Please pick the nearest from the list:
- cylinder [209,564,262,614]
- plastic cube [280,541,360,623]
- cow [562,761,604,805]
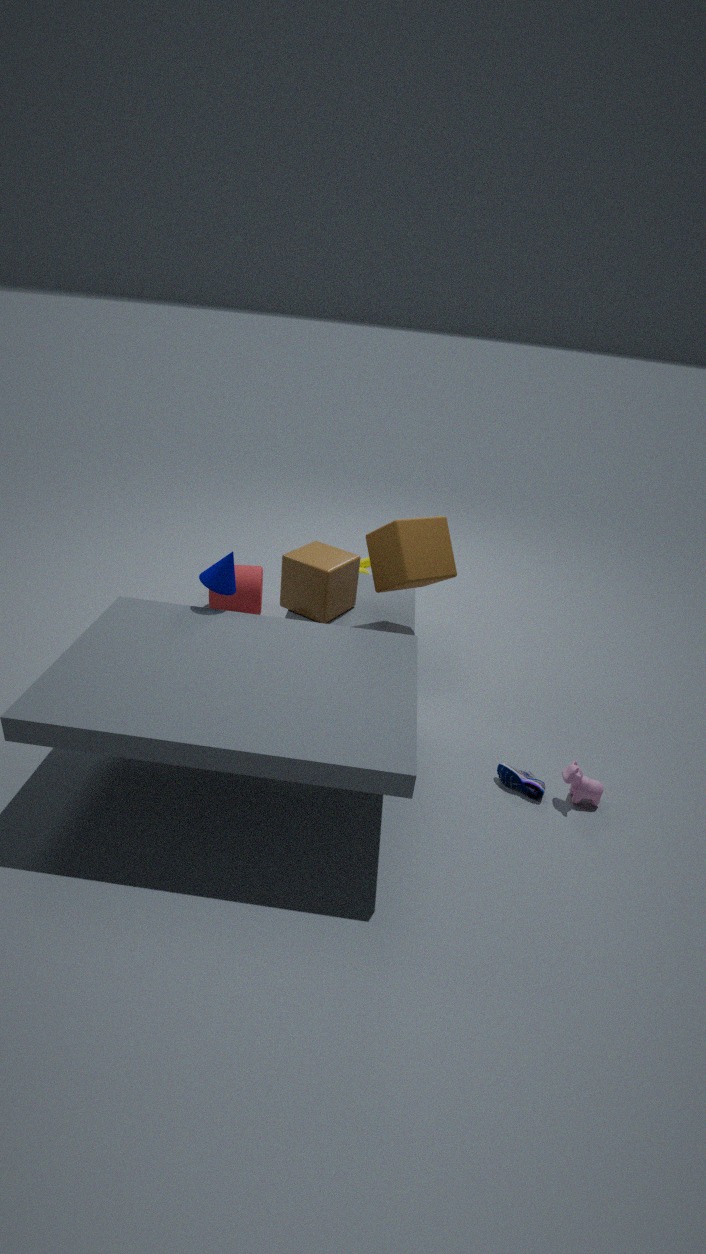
cow [562,761,604,805]
